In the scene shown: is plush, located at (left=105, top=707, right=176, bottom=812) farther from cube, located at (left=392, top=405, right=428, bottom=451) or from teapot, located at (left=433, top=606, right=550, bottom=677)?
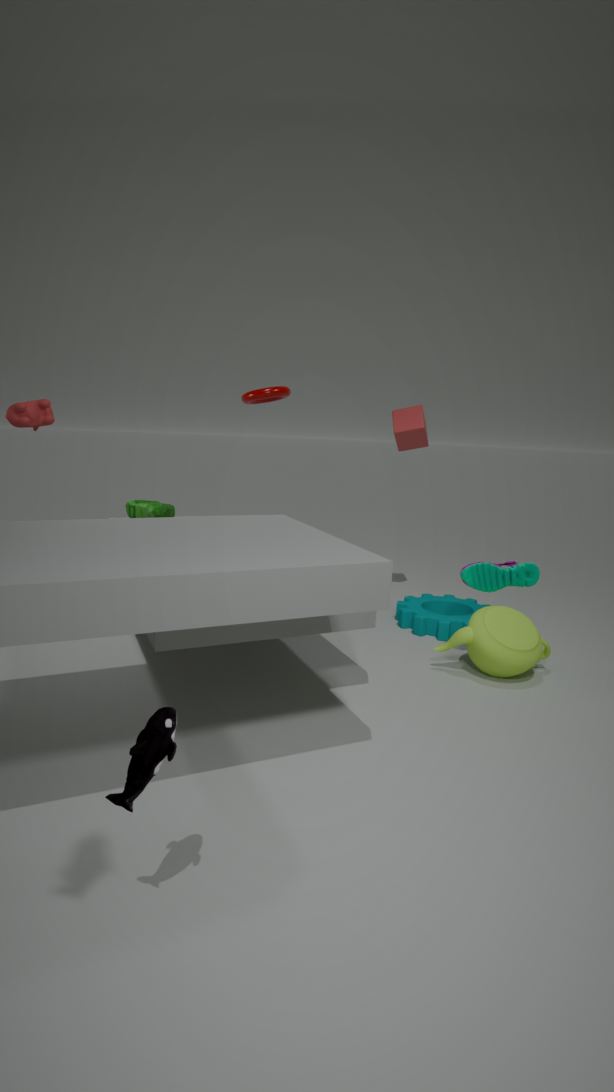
cube, located at (left=392, top=405, right=428, bottom=451)
